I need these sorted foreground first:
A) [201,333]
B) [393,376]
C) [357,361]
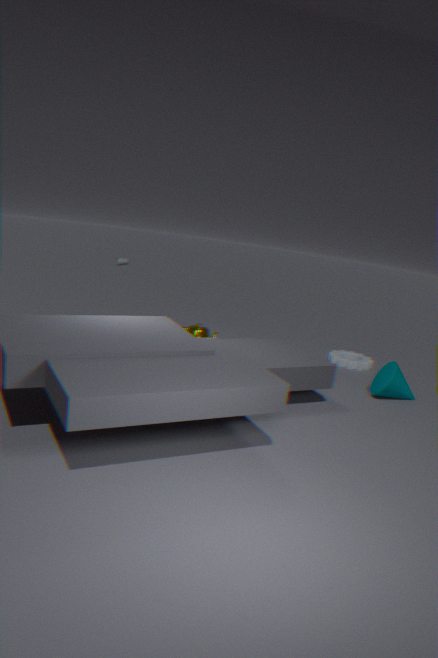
[393,376]
[201,333]
[357,361]
